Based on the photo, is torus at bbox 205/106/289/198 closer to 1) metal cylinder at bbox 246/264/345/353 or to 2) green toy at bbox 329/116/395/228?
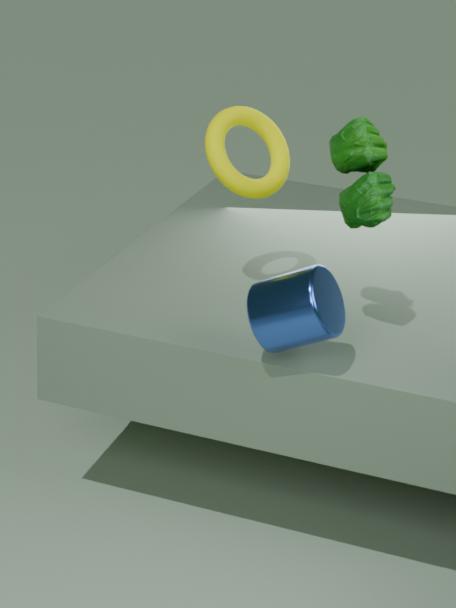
2) green toy at bbox 329/116/395/228
